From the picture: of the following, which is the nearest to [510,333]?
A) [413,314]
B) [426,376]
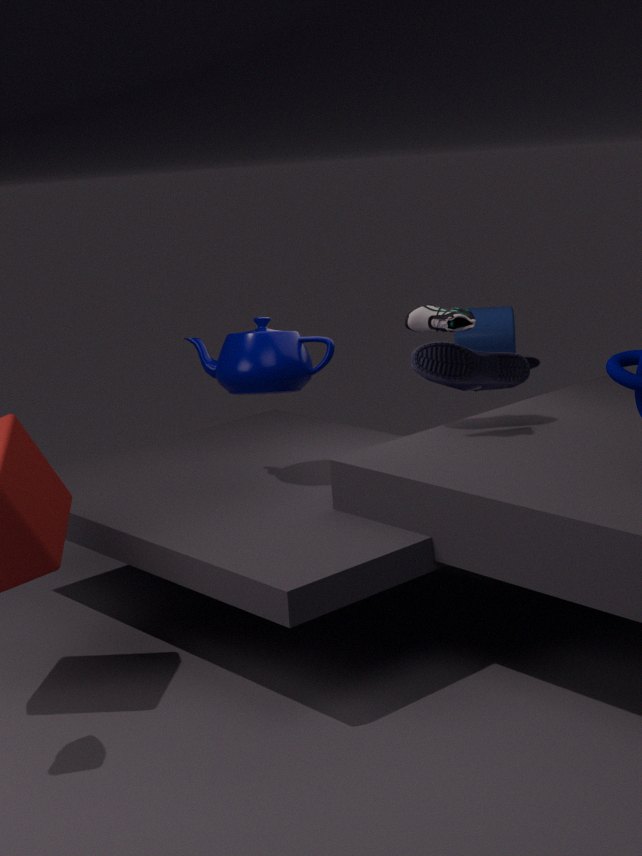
[426,376]
